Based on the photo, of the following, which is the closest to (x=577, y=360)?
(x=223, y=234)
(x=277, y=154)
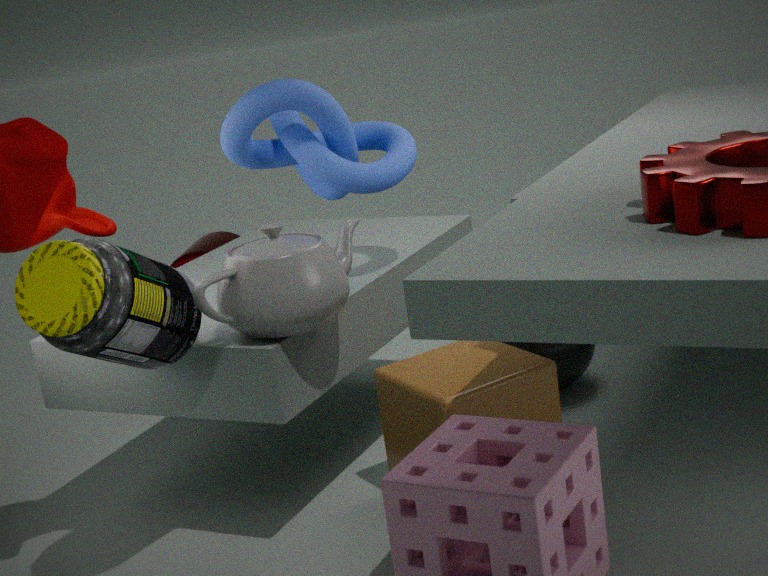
(x=277, y=154)
